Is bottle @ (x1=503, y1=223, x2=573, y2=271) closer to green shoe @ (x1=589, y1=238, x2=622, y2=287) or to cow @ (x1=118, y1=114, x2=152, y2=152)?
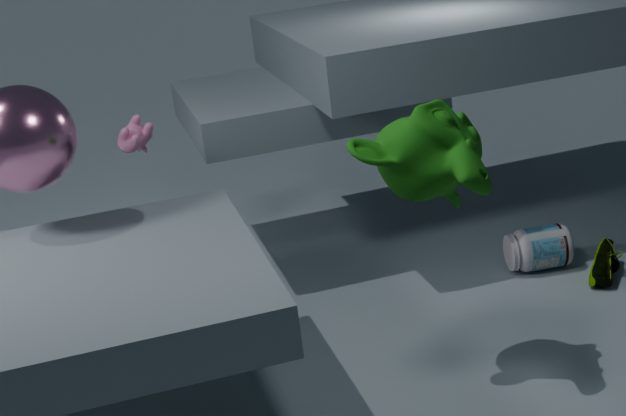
green shoe @ (x1=589, y1=238, x2=622, y2=287)
